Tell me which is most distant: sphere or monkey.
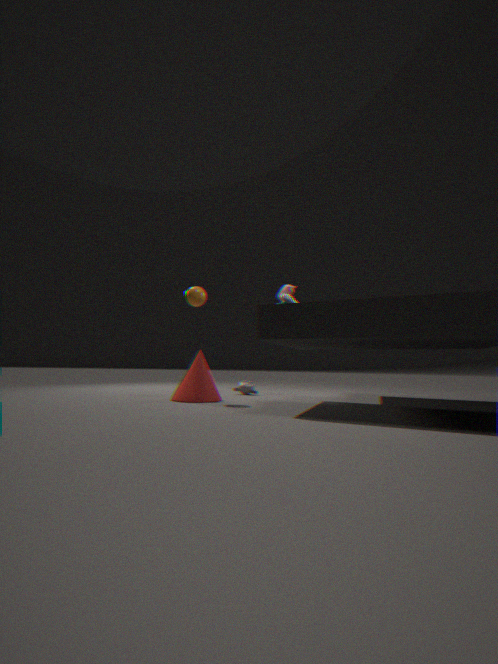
monkey
